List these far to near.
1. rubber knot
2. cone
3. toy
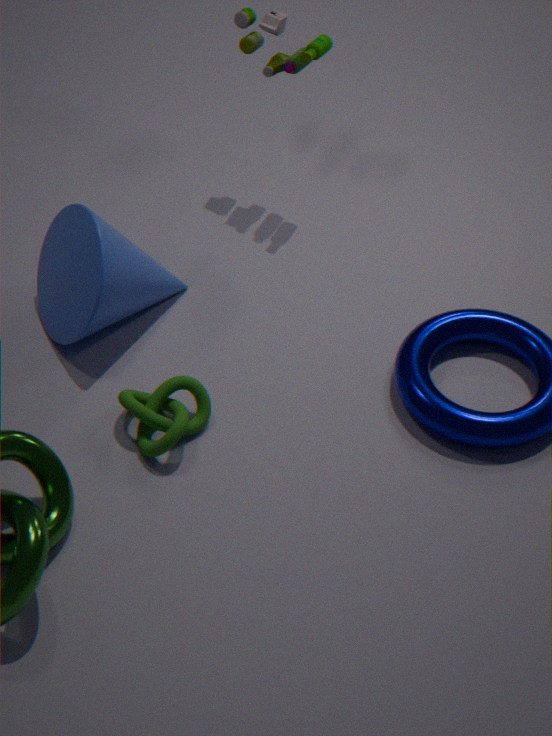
toy
cone
rubber knot
